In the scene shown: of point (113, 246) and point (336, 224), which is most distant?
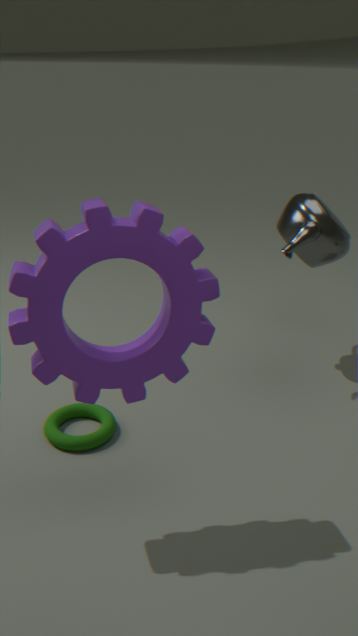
point (336, 224)
